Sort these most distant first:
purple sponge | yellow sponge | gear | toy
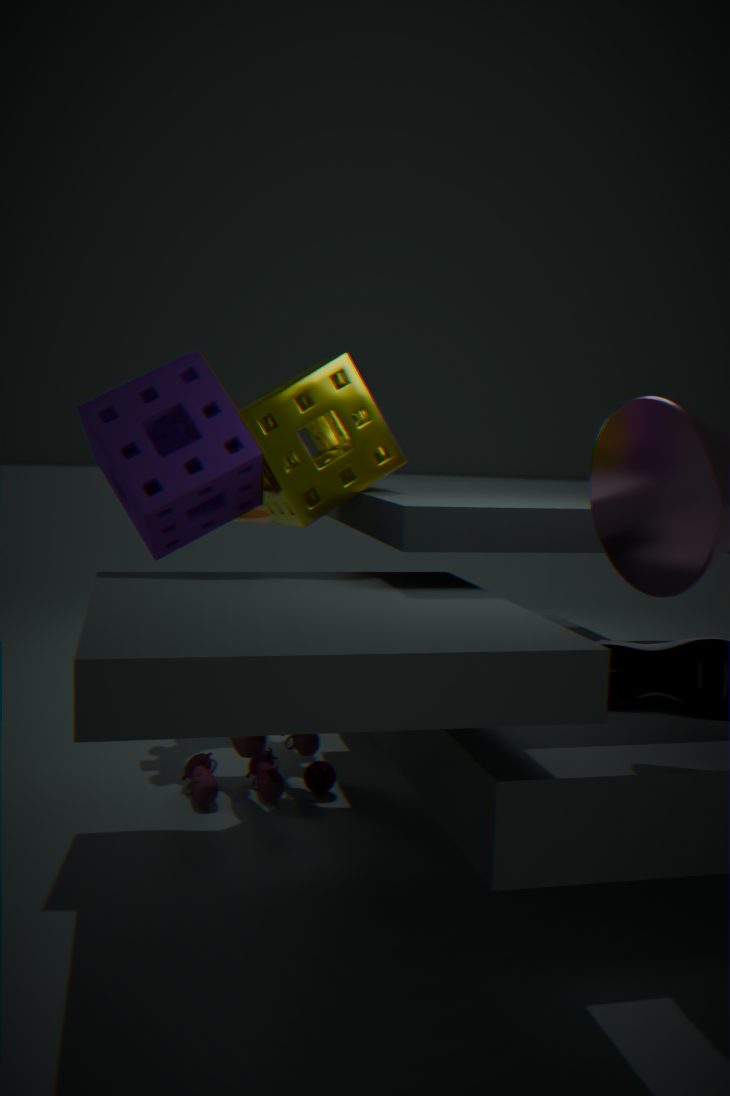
gear → toy → yellow sponge → purple sponge
